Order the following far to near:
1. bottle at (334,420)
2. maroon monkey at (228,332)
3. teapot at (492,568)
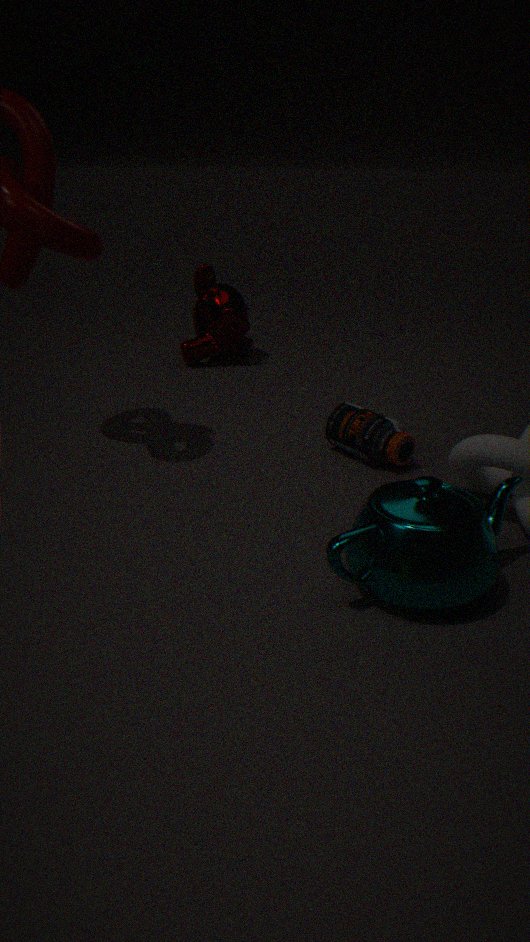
maroon monkey at (228,332) < bottle at (334,420) < teapot at (492,568)
